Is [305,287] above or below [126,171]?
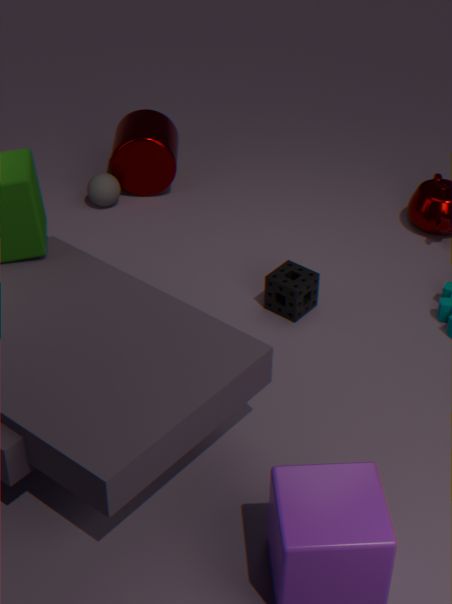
below
